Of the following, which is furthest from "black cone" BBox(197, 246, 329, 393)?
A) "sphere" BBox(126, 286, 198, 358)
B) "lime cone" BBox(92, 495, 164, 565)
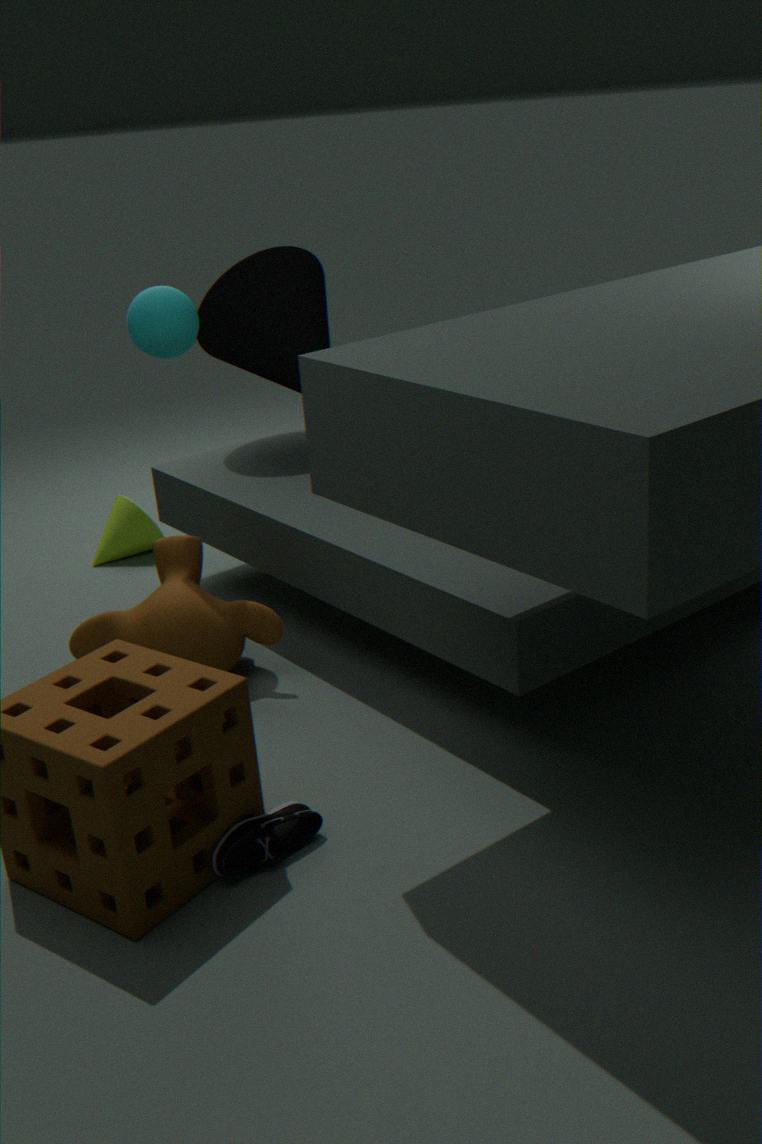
"lime cone" BBox(92, 495, 164, 565)
